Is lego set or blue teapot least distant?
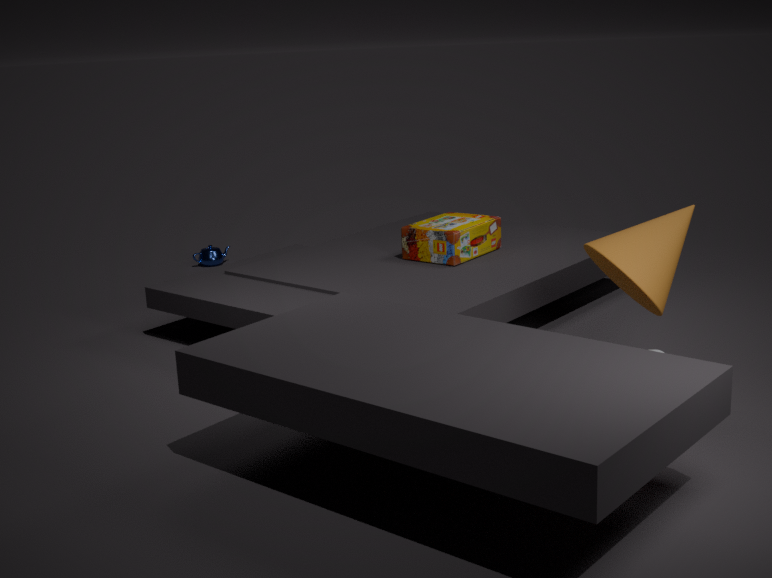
lego set
